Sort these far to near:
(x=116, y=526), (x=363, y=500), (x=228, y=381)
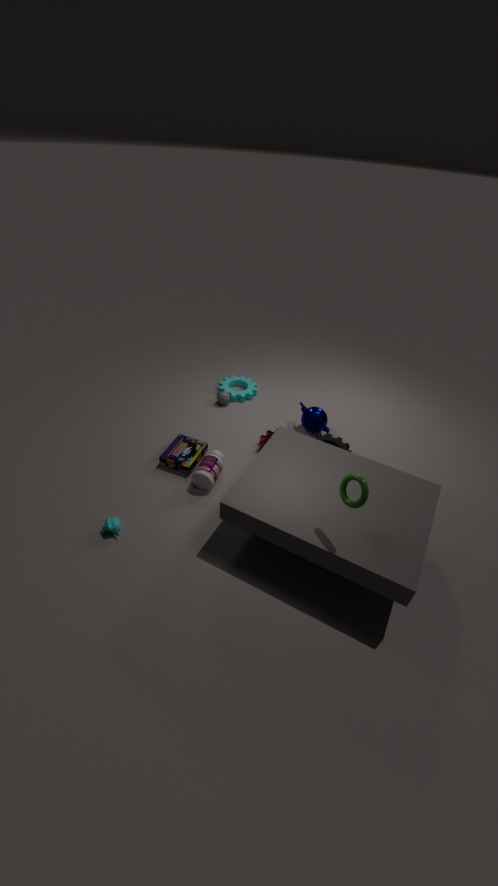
(x=228, y=381)
(x=116, y=526)
(x=363, y=500)
